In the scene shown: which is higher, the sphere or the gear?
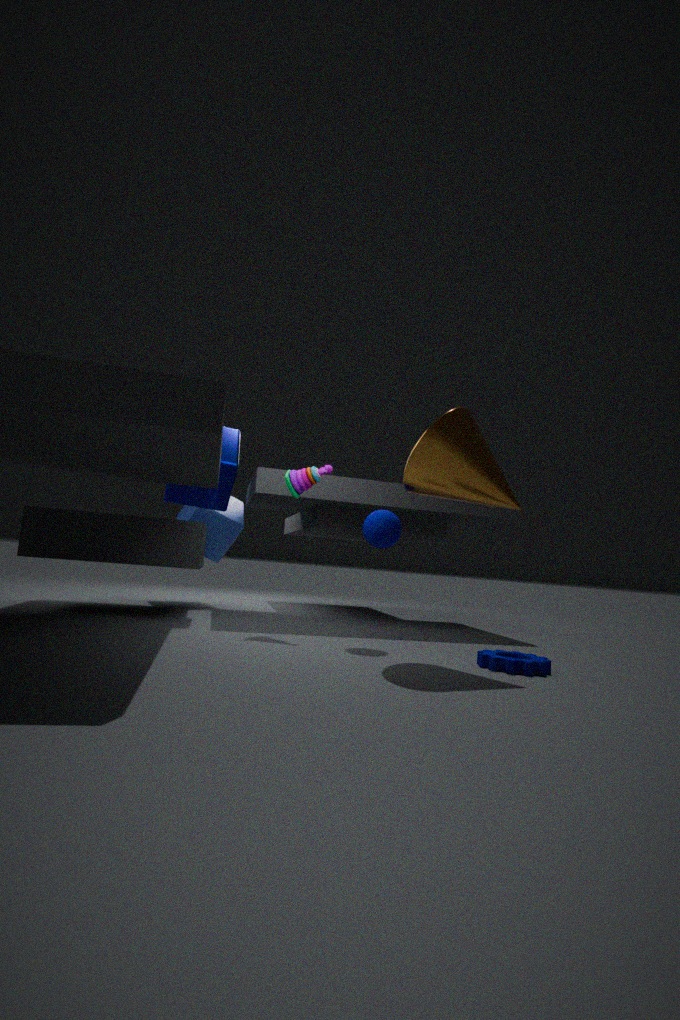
the sphere
